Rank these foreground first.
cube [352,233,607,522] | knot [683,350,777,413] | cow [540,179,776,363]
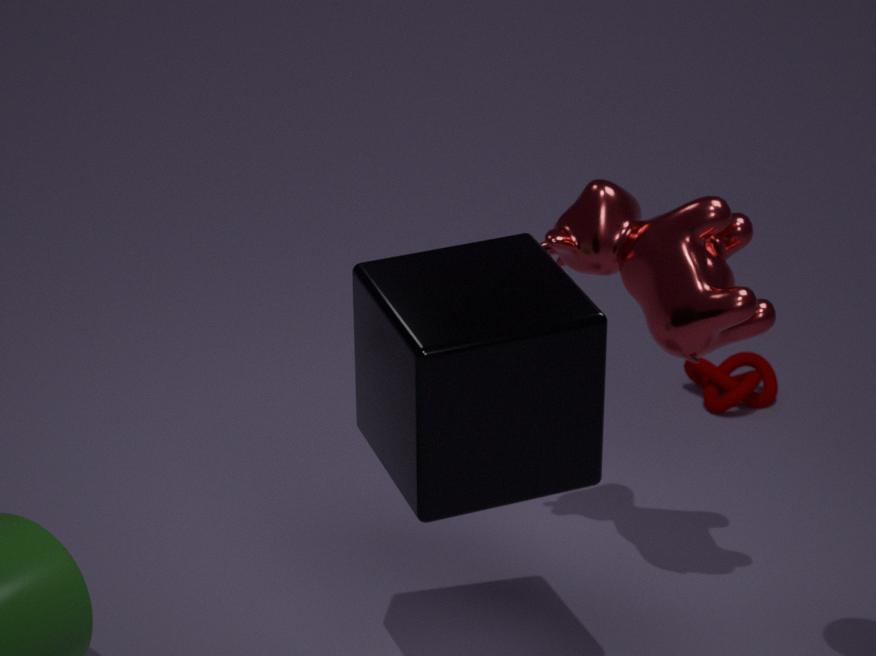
cube [352,233,607,522] < cow [540,179,776,363] < knot [683,350,777,413]
